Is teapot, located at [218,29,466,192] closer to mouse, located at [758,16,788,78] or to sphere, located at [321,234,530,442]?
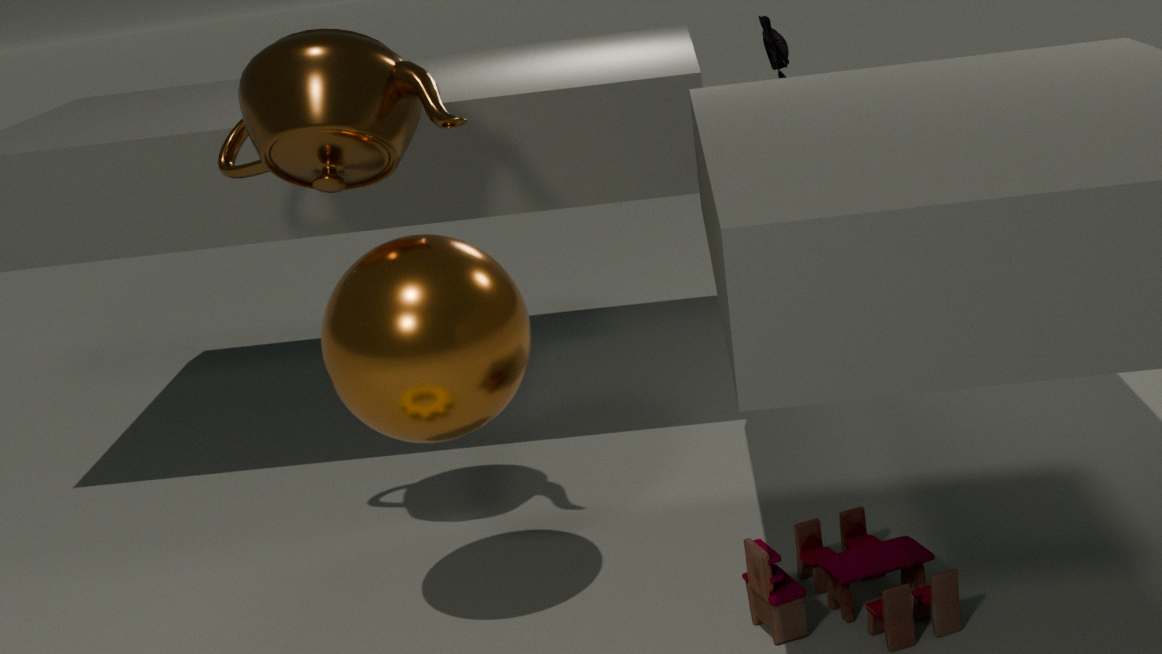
sphere, located at [321,234,530,442]
